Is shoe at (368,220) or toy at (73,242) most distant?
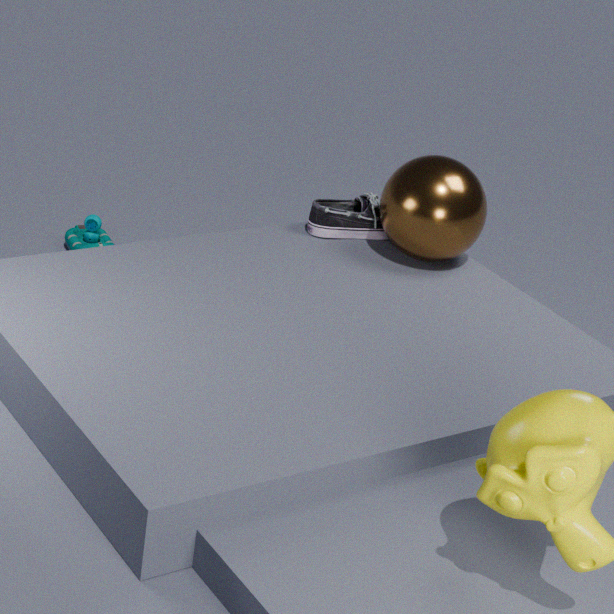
toy at (73,242)
